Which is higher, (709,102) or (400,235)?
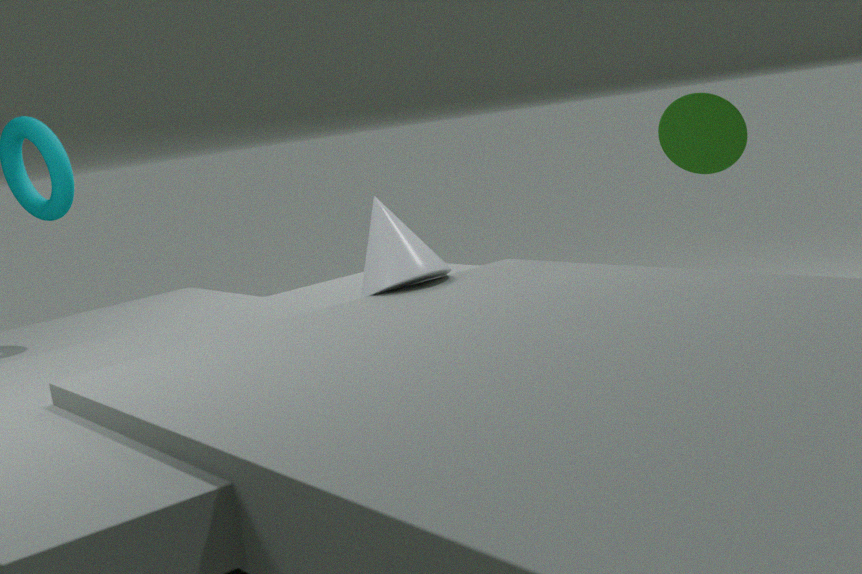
(709,102)
